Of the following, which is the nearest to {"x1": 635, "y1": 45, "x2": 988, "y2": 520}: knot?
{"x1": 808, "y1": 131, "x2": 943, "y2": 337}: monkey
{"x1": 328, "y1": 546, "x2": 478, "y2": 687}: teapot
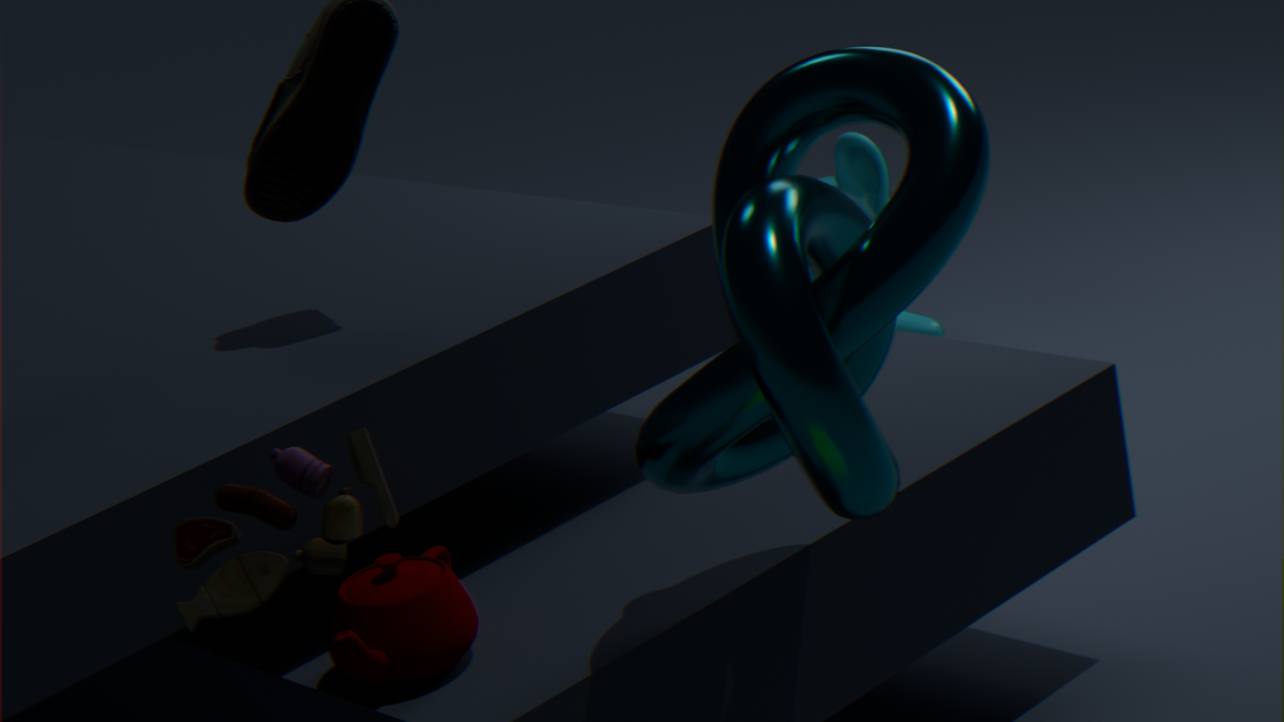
Result: {"x1": 328, "y1": 546, "x2": 478, "y2": 687}: teapot
